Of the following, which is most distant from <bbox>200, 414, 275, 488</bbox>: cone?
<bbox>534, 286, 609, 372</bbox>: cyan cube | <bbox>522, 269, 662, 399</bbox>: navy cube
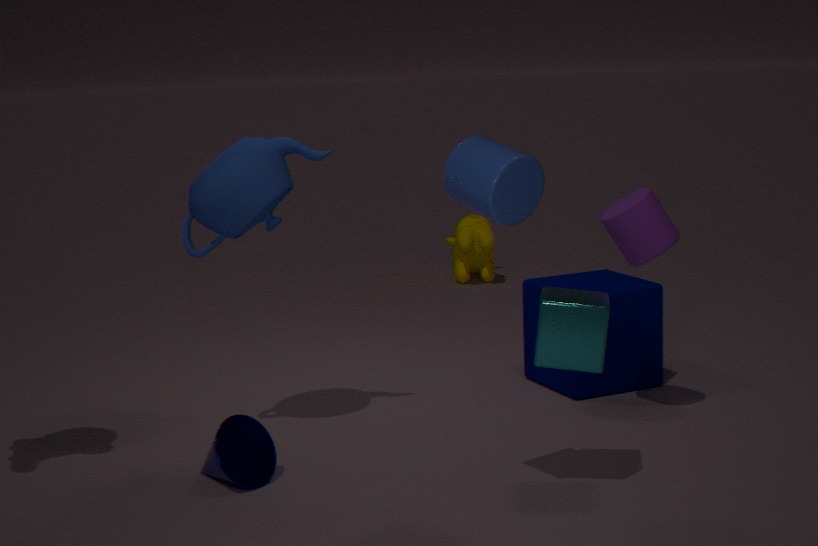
<bbox>522, 269, 662, 399</bbox>: navy cube
